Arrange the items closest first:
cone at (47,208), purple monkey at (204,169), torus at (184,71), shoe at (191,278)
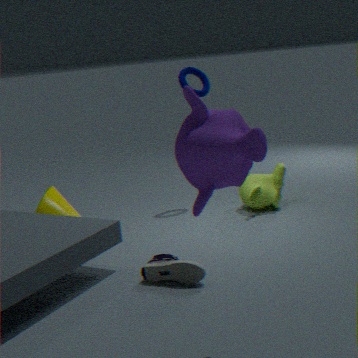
purple monkey at (204,169)
shoe at (191,278)
cone at (47,208)
torus at (184,71)
